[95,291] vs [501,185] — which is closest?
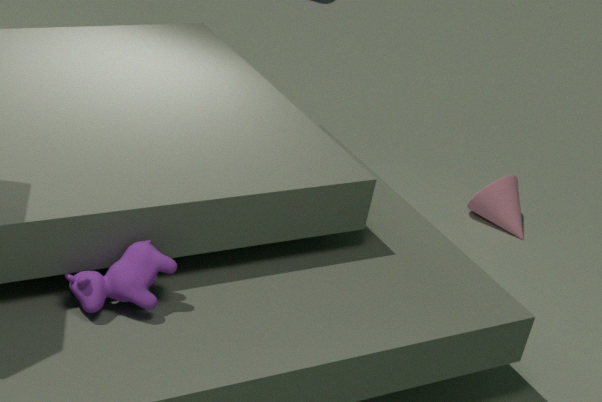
[95,291]
